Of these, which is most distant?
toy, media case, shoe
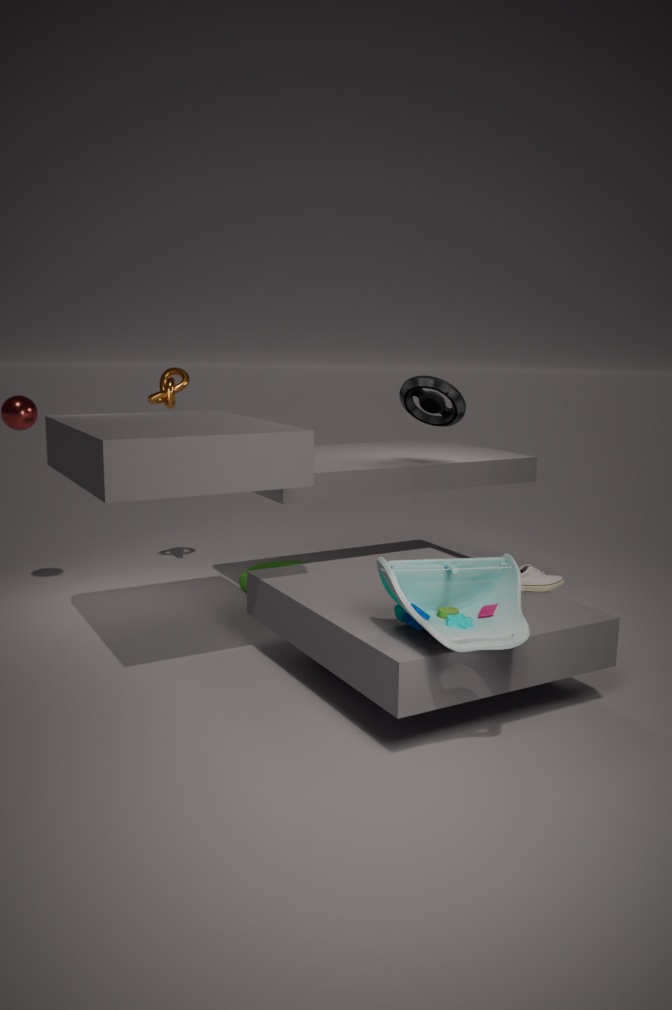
media case
